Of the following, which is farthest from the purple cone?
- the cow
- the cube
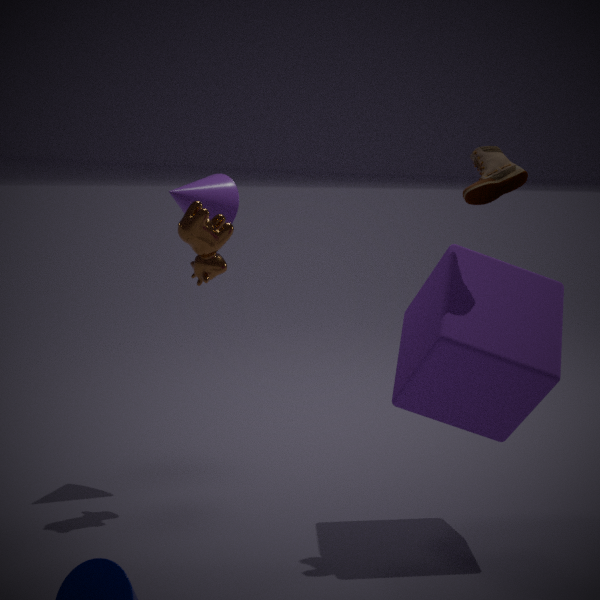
the cube
